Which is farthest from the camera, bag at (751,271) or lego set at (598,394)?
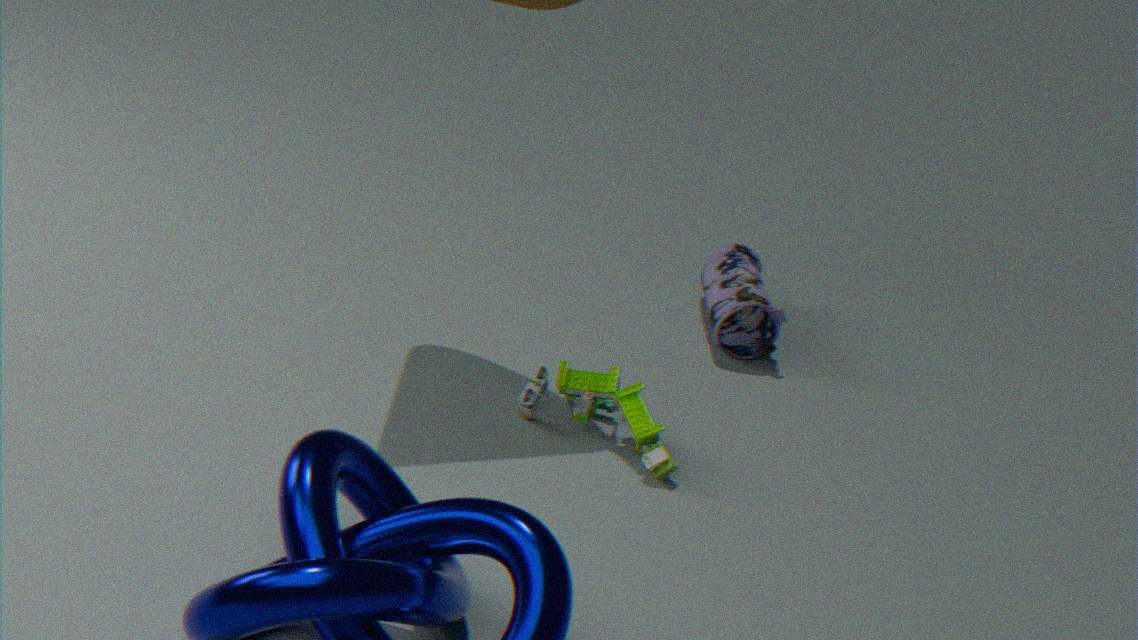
bag at (751,271)
